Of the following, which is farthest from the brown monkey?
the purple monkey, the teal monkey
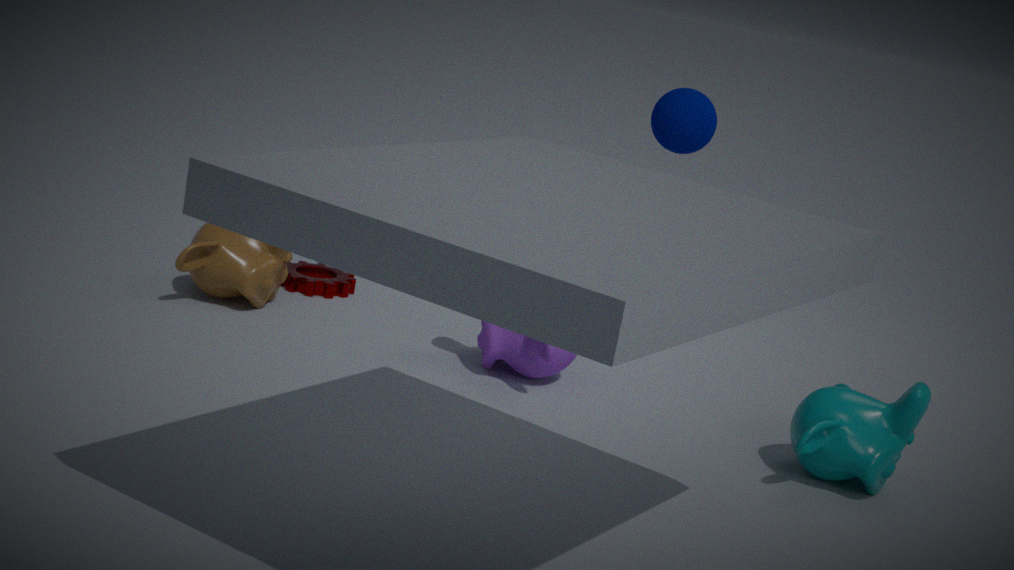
the teal monkey
